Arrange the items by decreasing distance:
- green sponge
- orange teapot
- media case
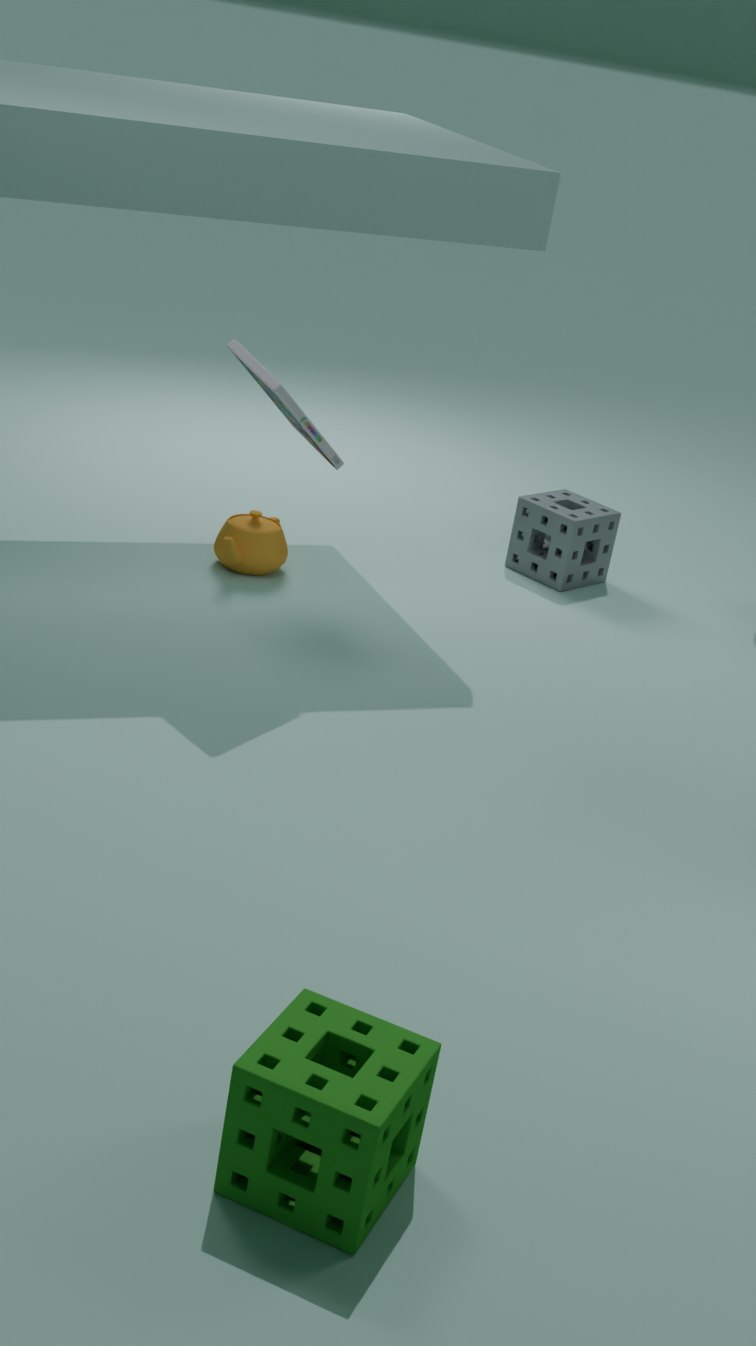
1. orange teapot
2. media case
3. green sponge
